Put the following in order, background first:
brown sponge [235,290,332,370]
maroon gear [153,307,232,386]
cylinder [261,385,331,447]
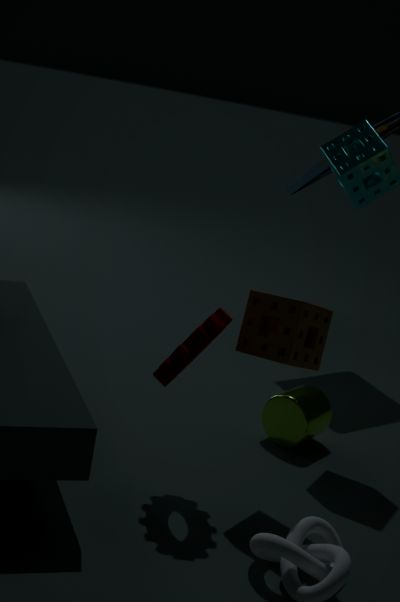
cylinder [261,385,331,447] → brown sponge [235,290,332,370] → maroon gear [153,307,232,386]
